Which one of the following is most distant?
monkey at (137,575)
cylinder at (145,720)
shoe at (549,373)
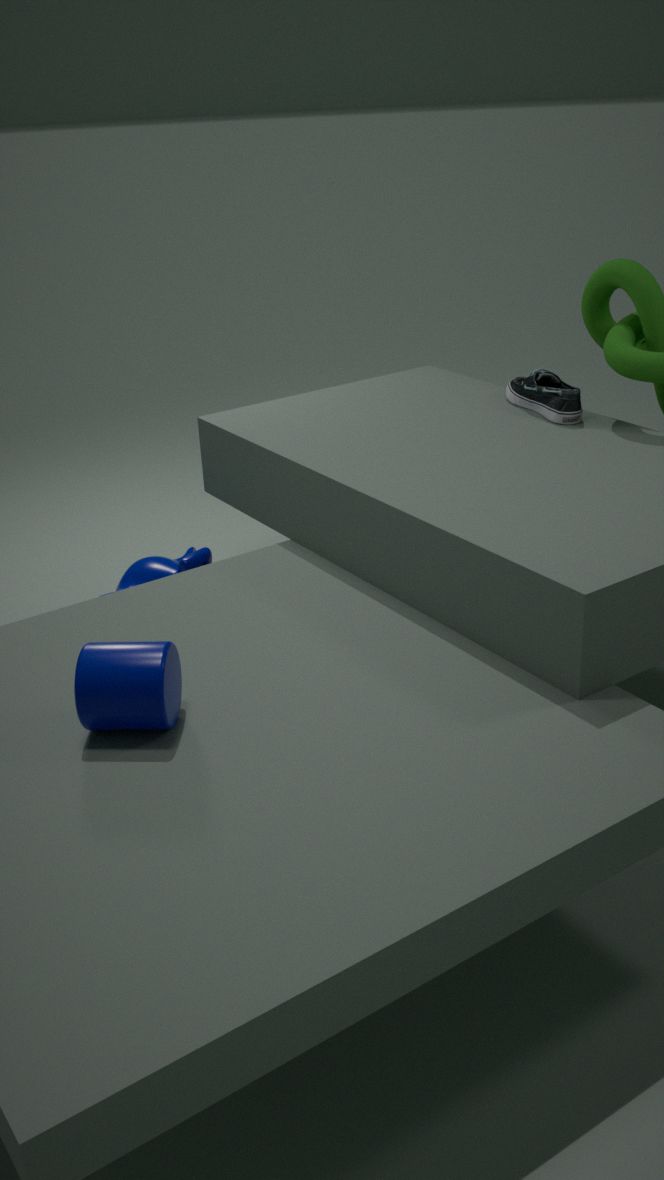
monkey at (137,575)
